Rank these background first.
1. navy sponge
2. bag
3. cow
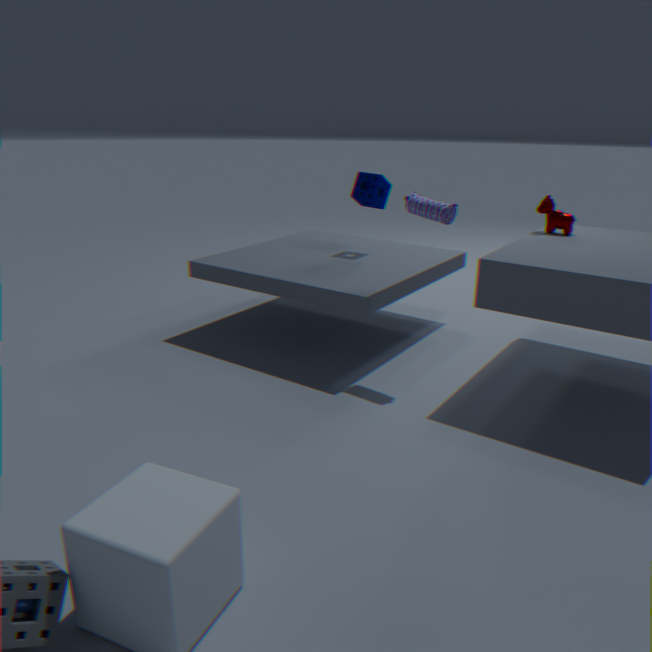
navy sponge, cow, bag
